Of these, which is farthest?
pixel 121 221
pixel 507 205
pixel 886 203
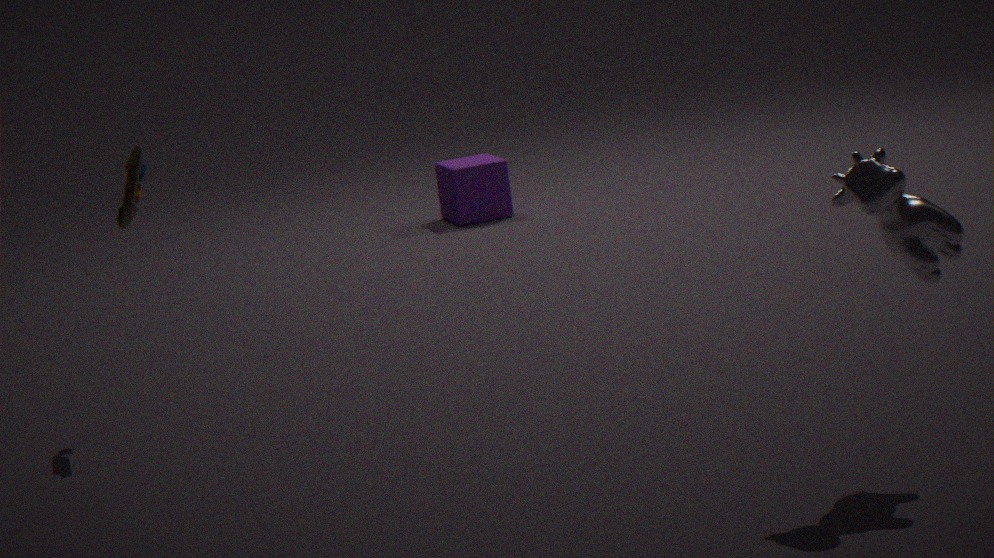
pixel 507 205
